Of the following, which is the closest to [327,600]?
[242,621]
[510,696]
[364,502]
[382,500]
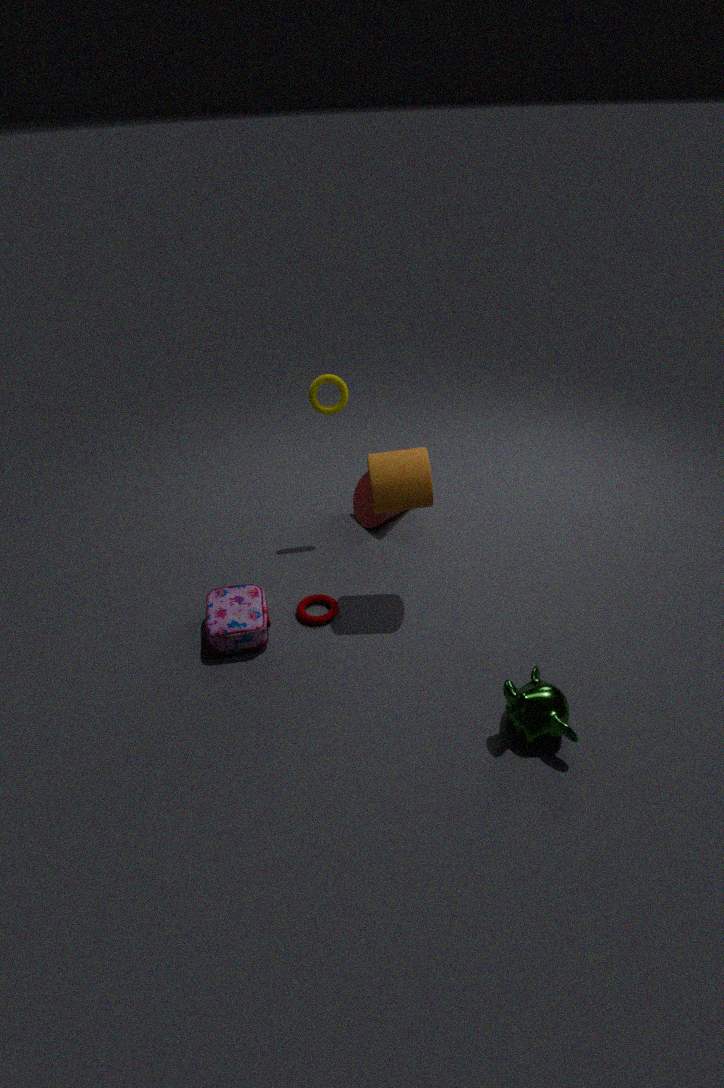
[242,621]
